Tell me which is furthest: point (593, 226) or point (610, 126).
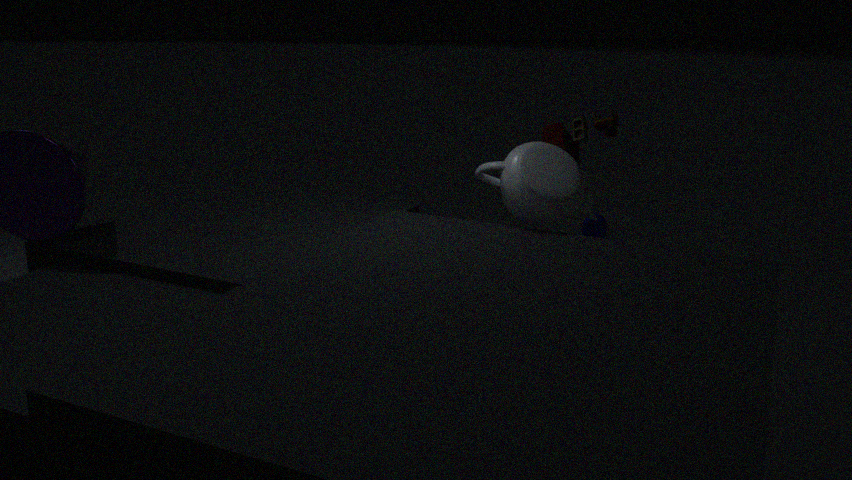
point (593, 226)
